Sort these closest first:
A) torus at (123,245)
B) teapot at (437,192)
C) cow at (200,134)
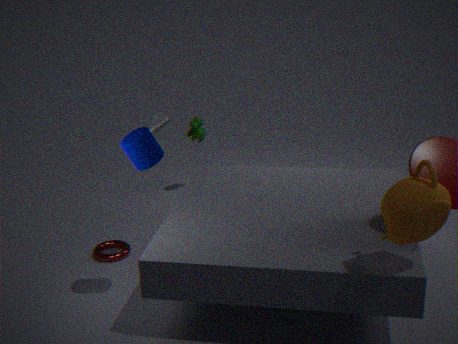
teapot at (437,192) < torus at (123,245) < cow at (200,134)
